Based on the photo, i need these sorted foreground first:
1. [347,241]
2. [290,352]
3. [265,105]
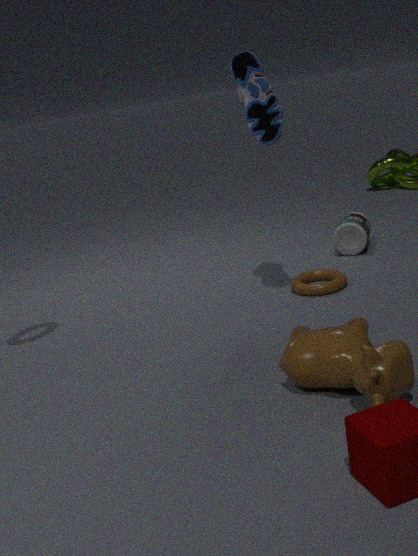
1. [290,352]
2. [265,105]
3. [347,241]
